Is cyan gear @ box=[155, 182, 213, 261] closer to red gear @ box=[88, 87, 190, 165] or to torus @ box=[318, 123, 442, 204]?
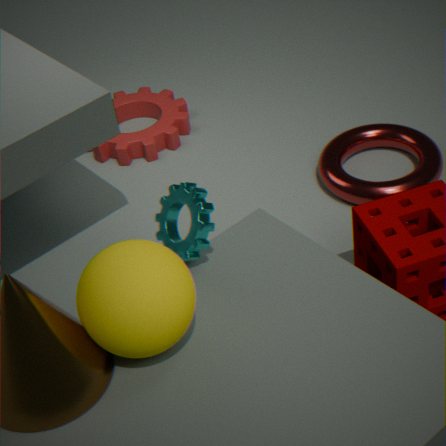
torus @ box=[318, 123, 442, 204]
